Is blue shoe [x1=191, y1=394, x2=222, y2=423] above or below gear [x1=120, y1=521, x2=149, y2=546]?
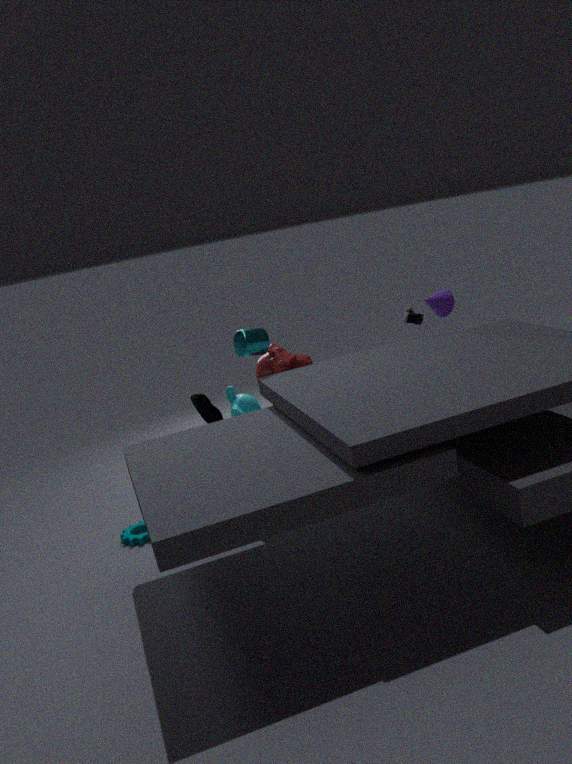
above
